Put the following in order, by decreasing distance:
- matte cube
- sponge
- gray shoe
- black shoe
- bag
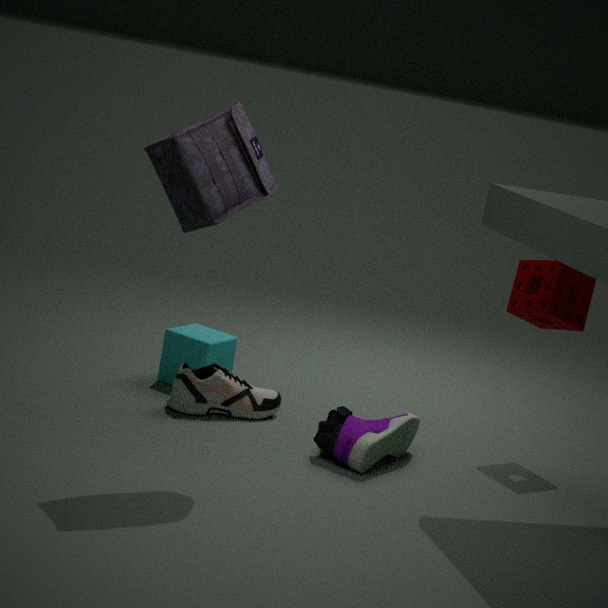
matte cube, sponge, gray shoe, black shoe, bag
